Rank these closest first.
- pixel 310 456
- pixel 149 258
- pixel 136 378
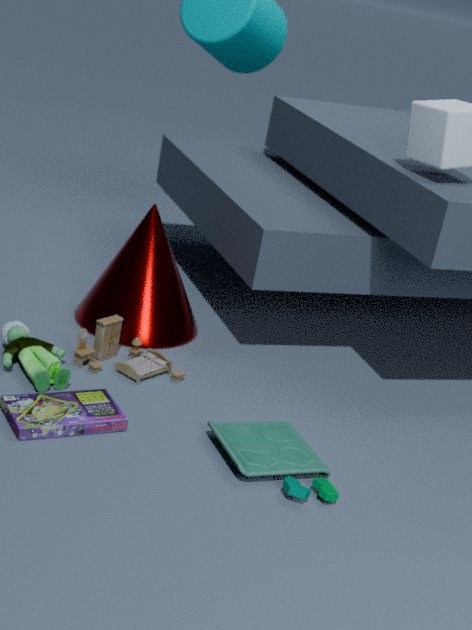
pixel 310 456, pixel 136 378, pixel 149 258
